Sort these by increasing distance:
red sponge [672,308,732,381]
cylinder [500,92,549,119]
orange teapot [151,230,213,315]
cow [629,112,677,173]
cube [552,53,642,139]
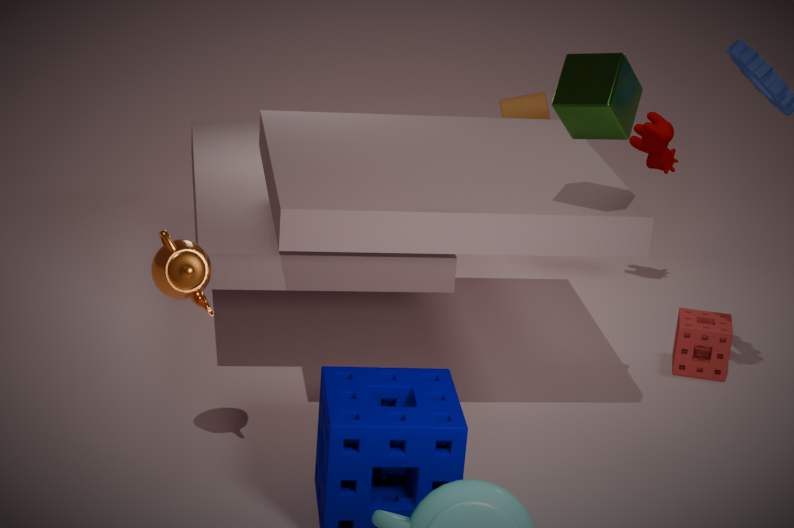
orange teapot [151,230,213,315]
cube [552,53,642,139]
red sponge [672,308,732,381]
cow [629,112,677,173]
cylinder [500,92,549,119]
